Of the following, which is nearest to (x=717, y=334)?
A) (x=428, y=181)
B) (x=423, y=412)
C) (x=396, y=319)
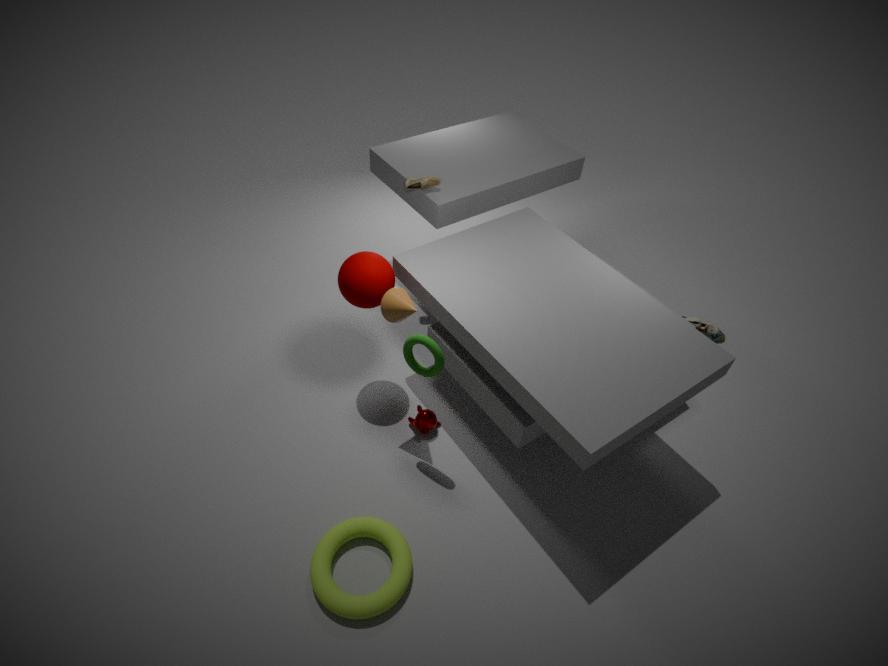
(x=423, y=412)
